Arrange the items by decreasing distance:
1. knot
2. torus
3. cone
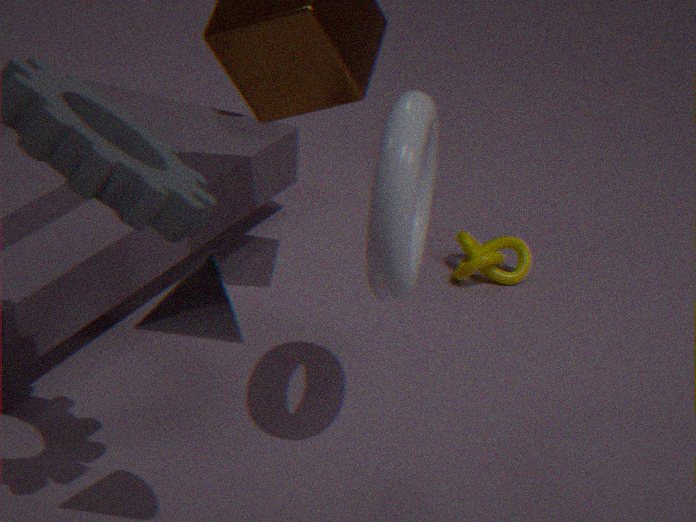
knot
torus
cone
